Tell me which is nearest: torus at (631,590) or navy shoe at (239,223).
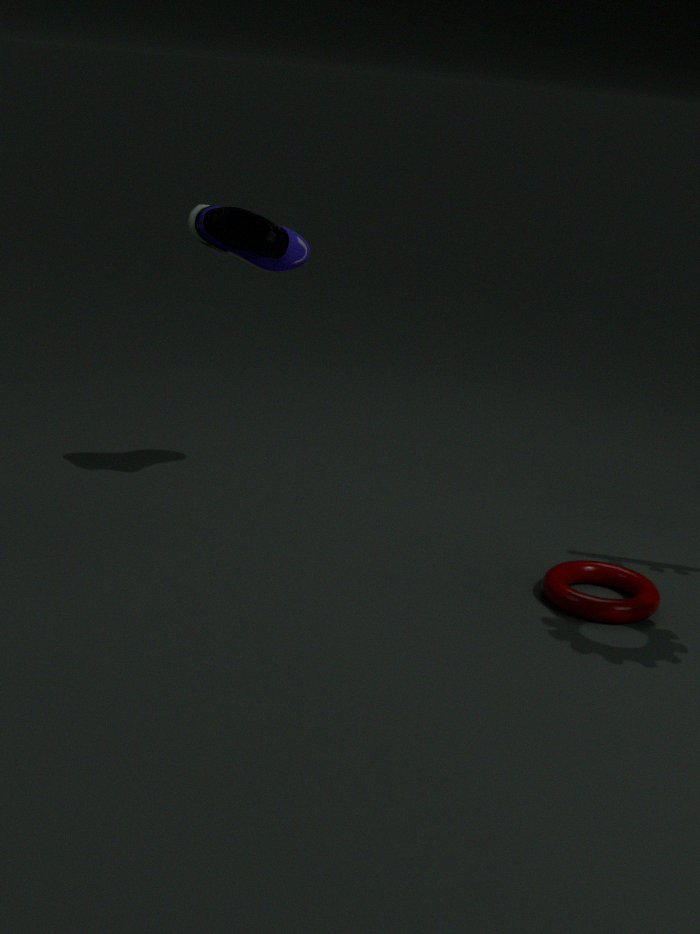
torus at (631,590)
